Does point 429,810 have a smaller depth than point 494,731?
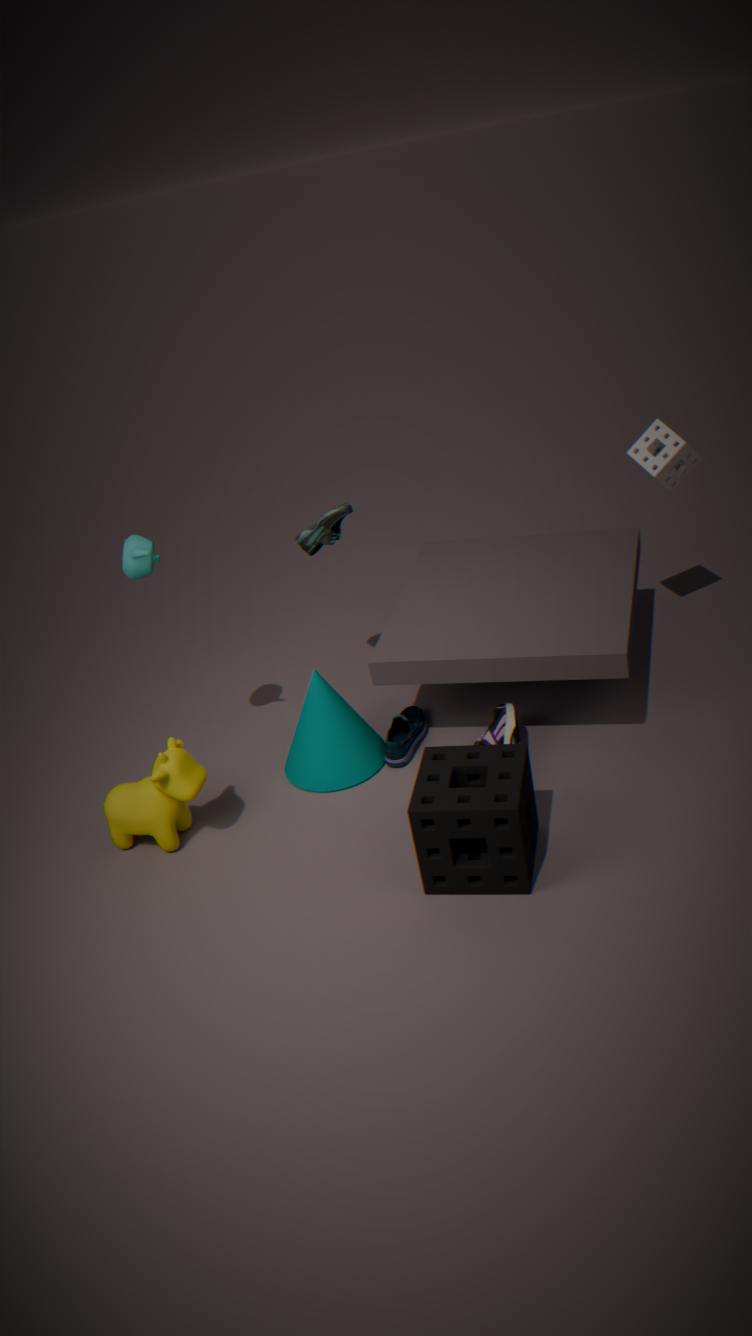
Yes
